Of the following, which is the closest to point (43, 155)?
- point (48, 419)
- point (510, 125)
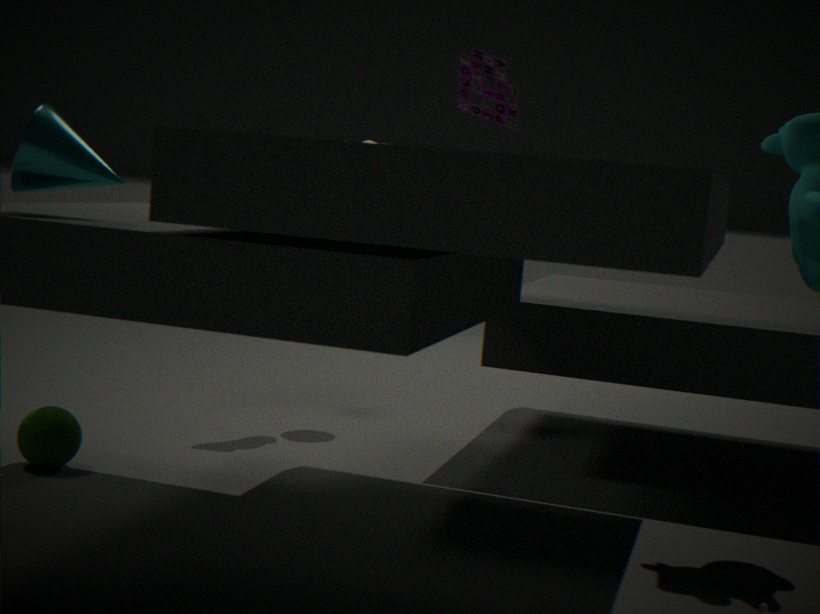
point (510, 125)
